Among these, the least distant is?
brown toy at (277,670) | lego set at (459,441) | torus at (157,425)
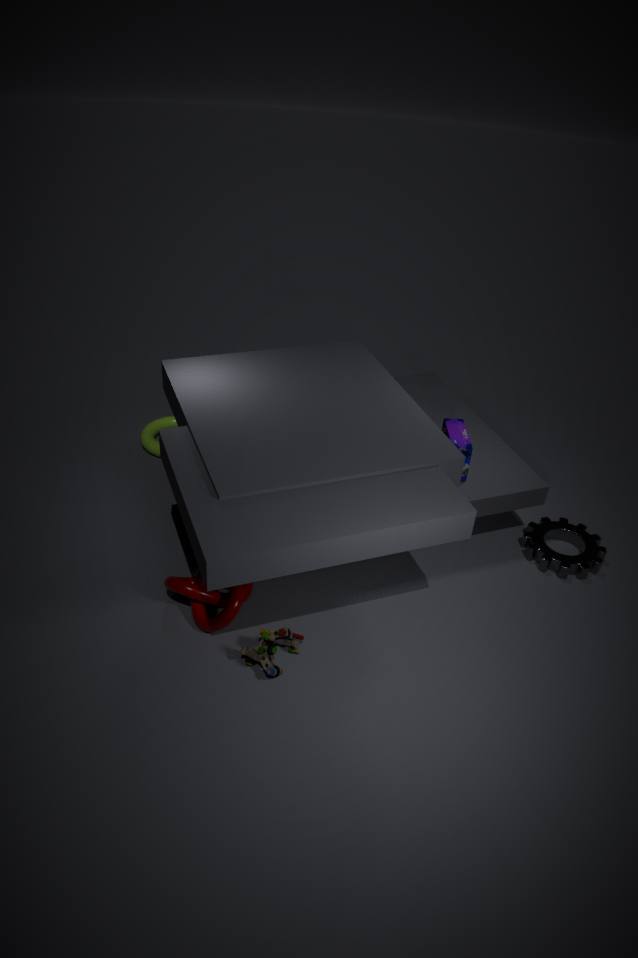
brown toy at (277,670)
